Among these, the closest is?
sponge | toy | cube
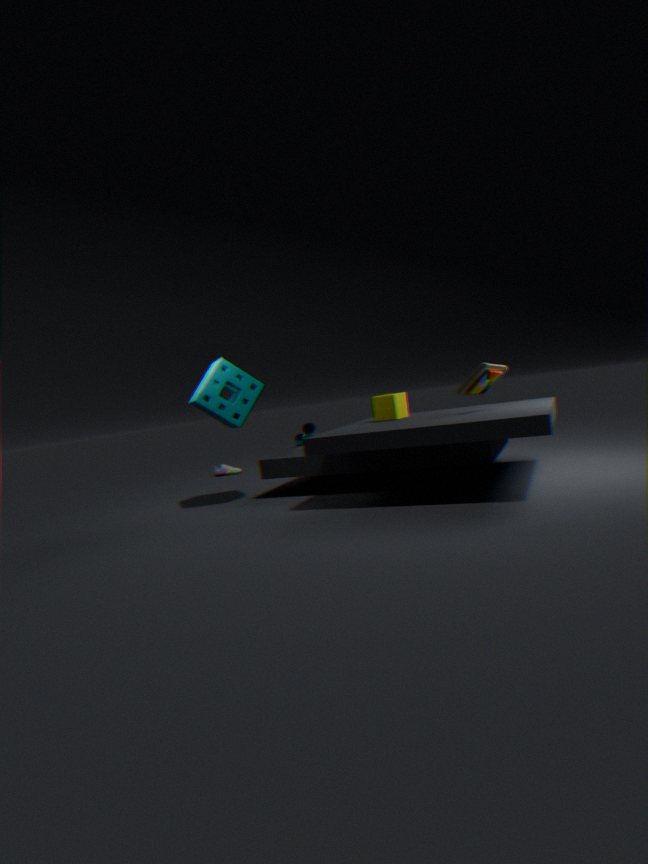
toy
